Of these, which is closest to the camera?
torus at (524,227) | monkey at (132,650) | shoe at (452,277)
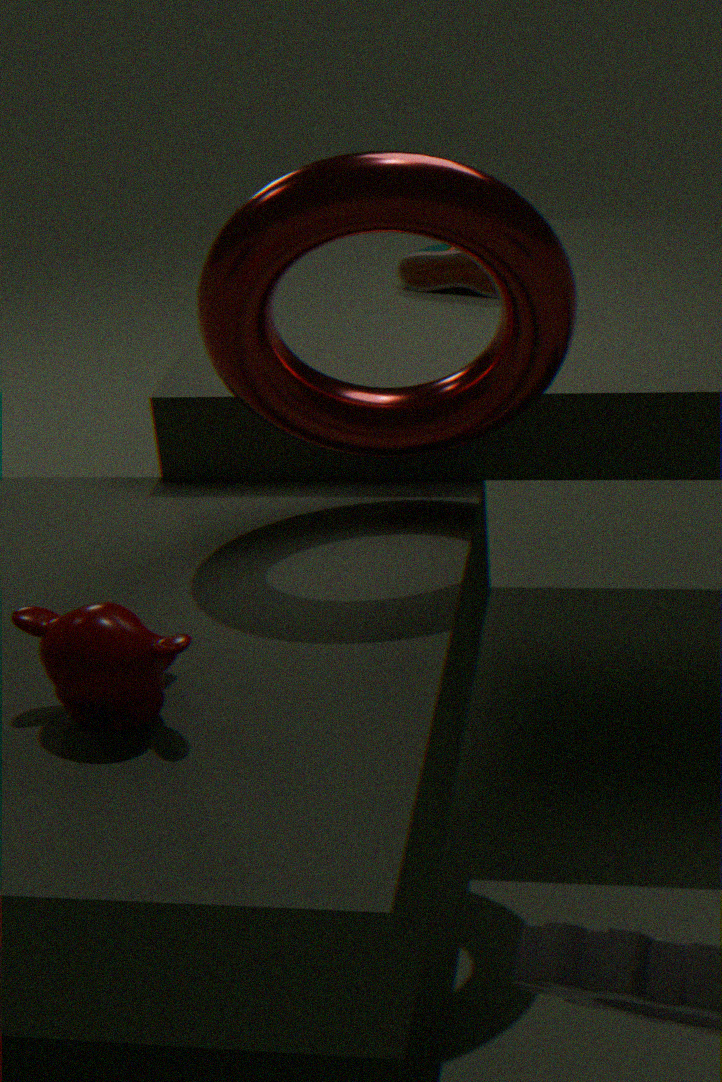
monkey at (132,650)
